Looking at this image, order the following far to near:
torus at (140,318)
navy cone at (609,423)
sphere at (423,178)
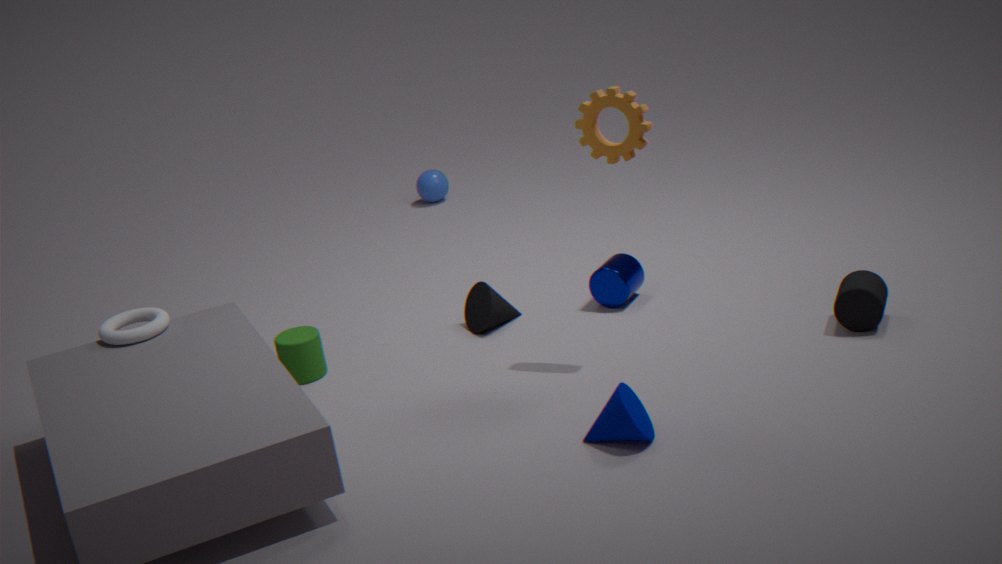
sphere at (423,178), torus at (140,318), navy cone at (609,423)
